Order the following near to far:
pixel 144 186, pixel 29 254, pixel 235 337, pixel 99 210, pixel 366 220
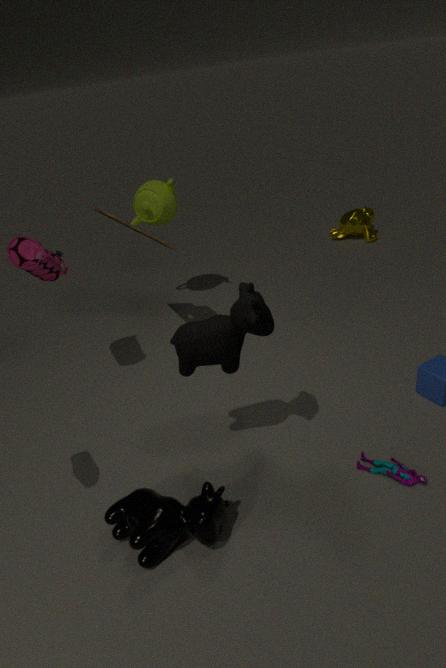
1. pixel 235 337
2. pixel 29 254
3. pixel 99 210
4. pixel 144 186
5. pixel 366 220
